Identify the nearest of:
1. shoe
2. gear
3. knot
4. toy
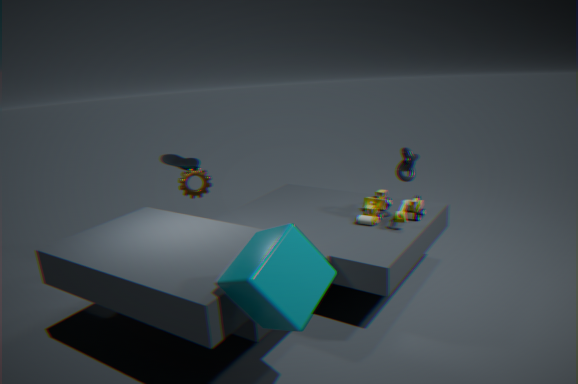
knot
